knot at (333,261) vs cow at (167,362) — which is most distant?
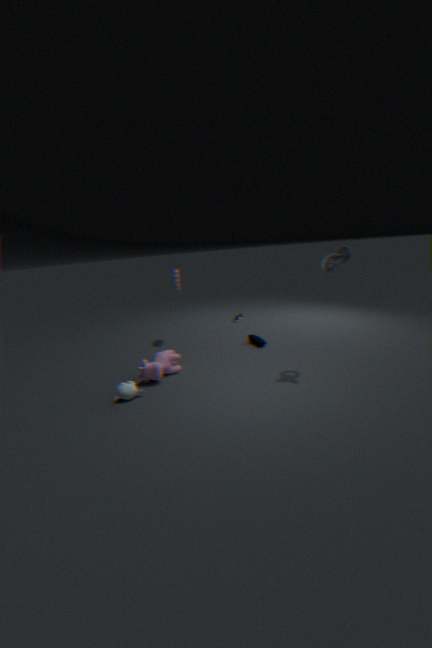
cow at (167,362)
